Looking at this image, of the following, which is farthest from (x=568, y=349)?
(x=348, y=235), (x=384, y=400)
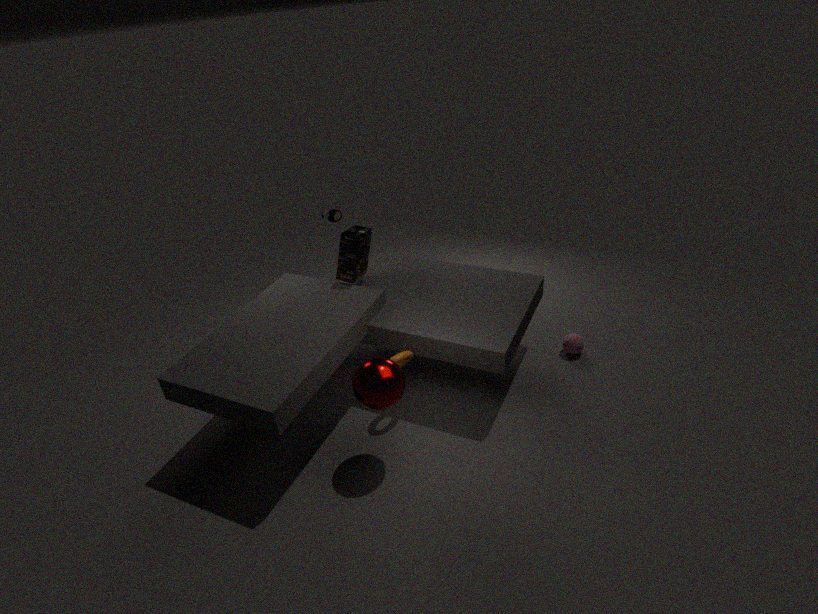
(x=348, y=235)
